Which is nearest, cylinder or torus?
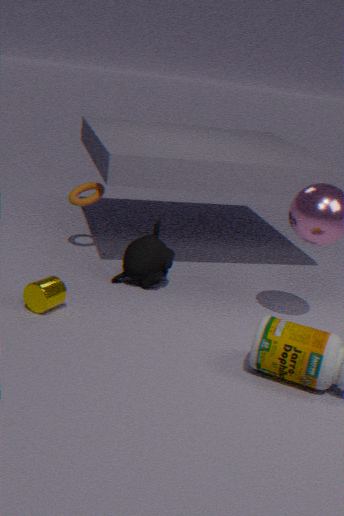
cylinder
